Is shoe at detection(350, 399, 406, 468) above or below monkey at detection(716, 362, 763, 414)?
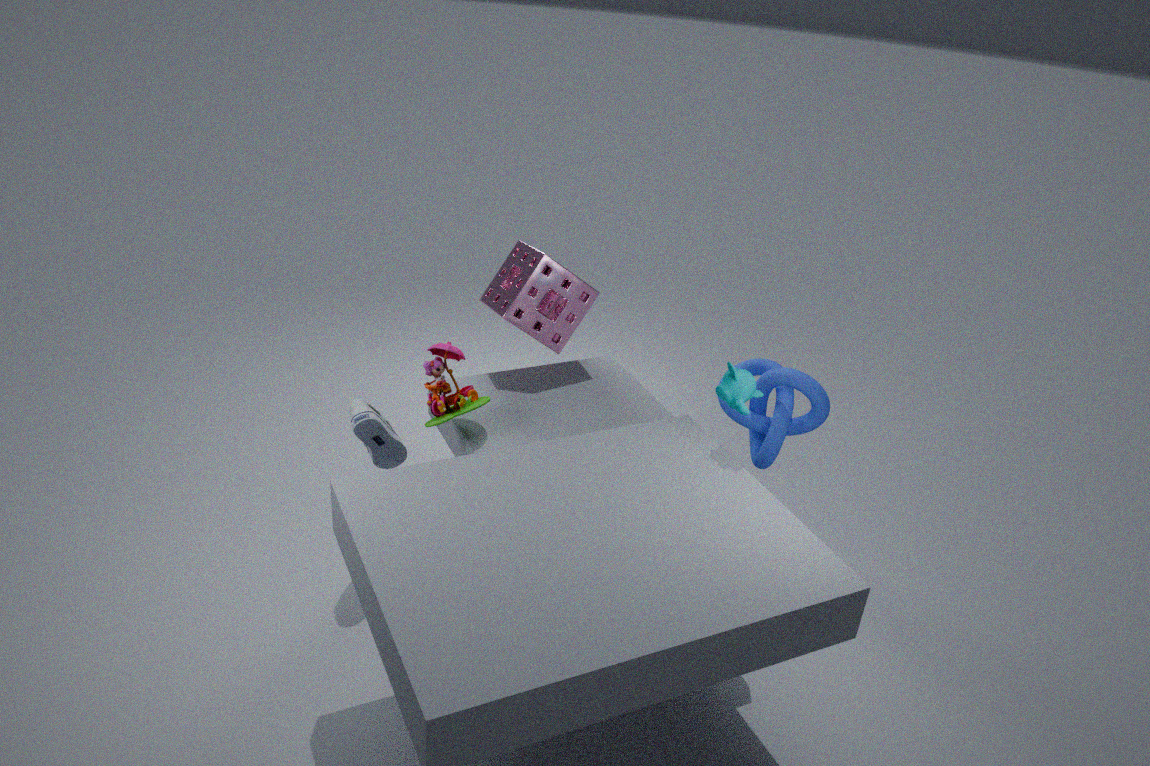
below
